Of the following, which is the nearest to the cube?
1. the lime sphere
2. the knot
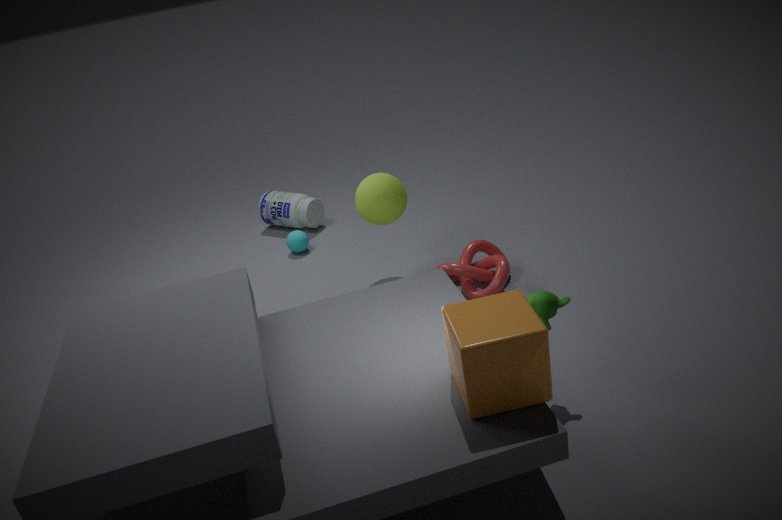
the knot
